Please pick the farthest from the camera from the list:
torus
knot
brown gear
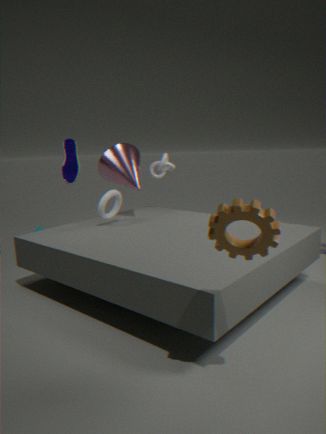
knot
